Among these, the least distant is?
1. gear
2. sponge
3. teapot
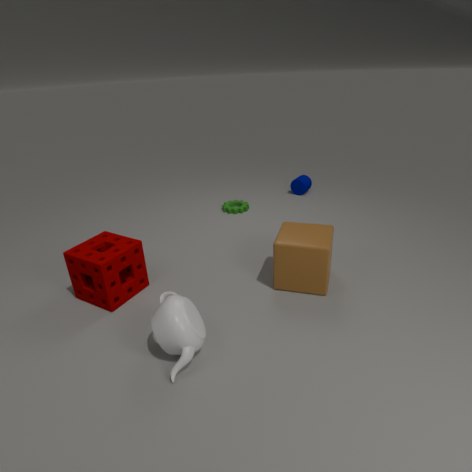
teapot
